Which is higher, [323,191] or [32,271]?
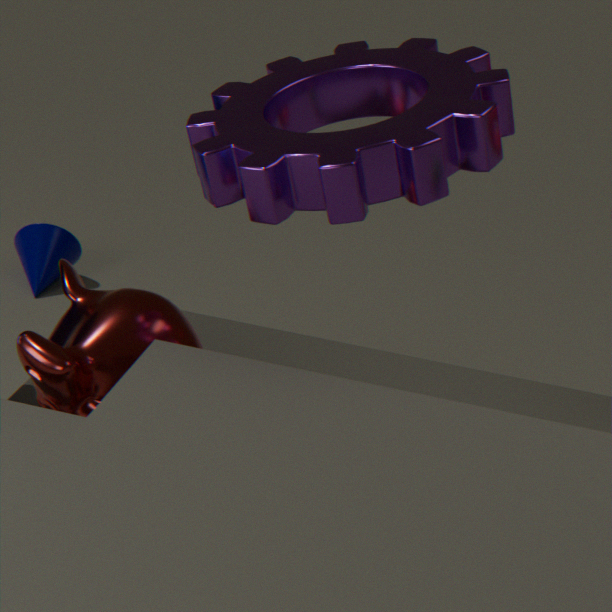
[323,191]
